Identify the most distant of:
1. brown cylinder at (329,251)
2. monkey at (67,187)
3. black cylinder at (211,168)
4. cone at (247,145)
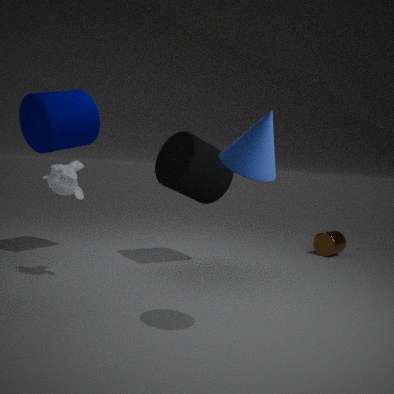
brown cylinder at (329,251)
